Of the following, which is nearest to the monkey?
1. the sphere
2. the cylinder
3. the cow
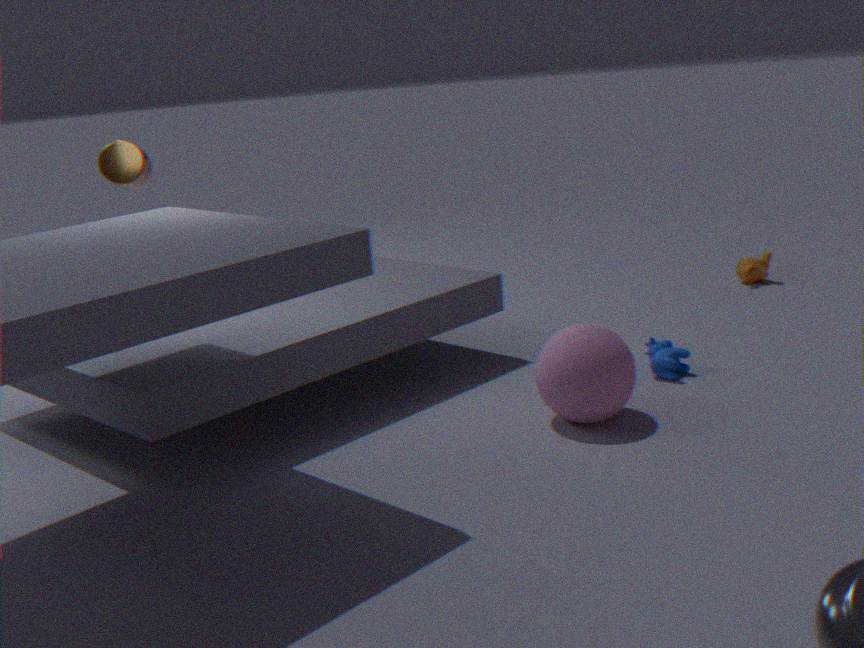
the cow
